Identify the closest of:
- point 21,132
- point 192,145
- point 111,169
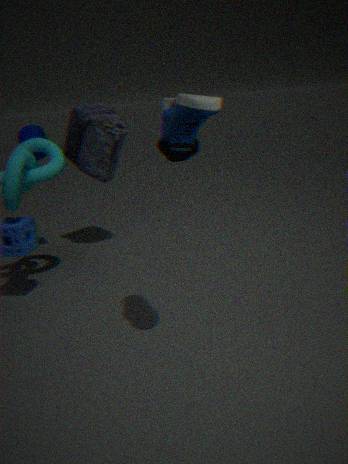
point 192,145
